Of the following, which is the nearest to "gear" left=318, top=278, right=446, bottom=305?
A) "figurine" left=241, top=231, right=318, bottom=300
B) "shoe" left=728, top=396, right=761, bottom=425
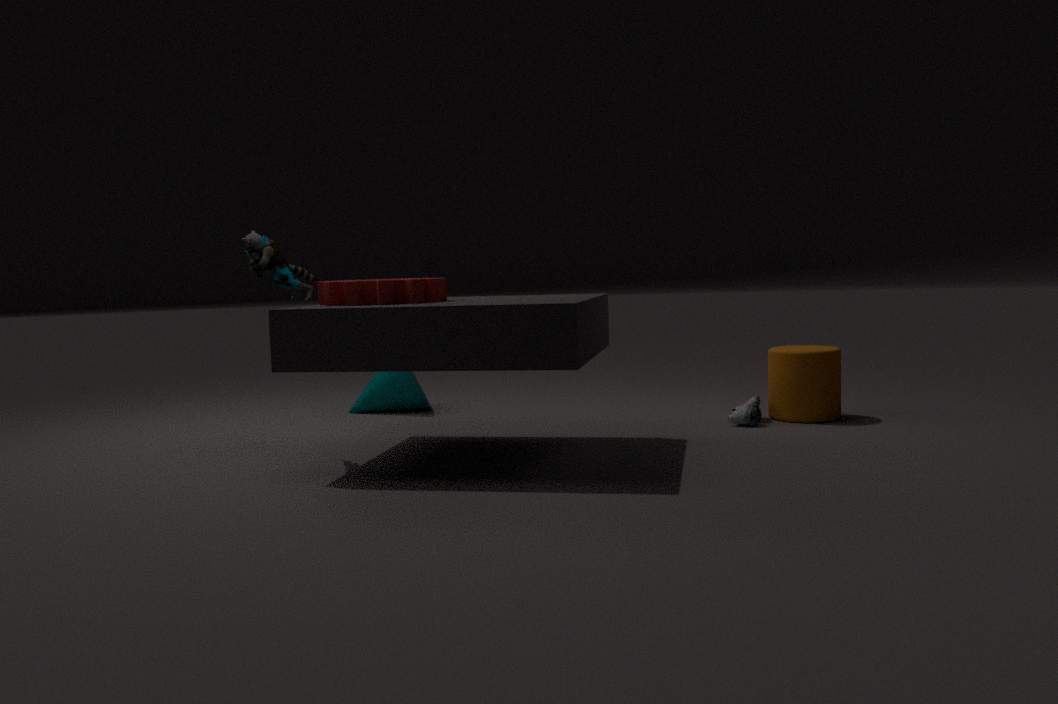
"figurine" left=241, top=231, right=318, bottom=300
